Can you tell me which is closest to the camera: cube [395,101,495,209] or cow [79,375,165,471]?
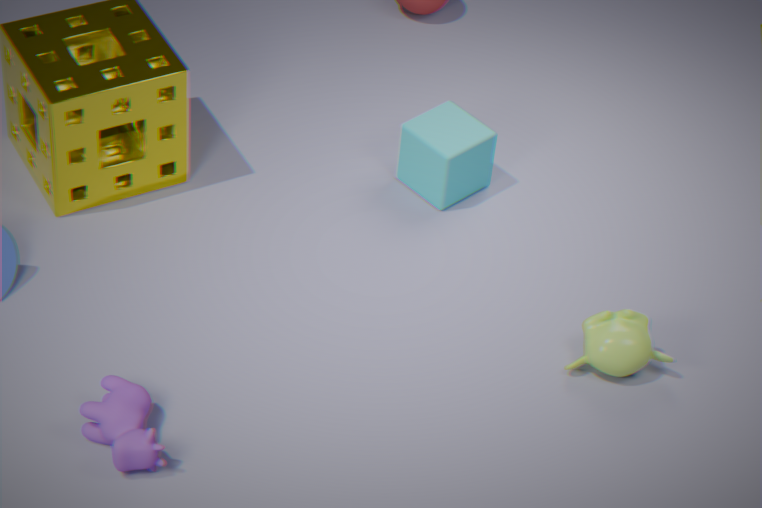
cow [79,375,165,471]
